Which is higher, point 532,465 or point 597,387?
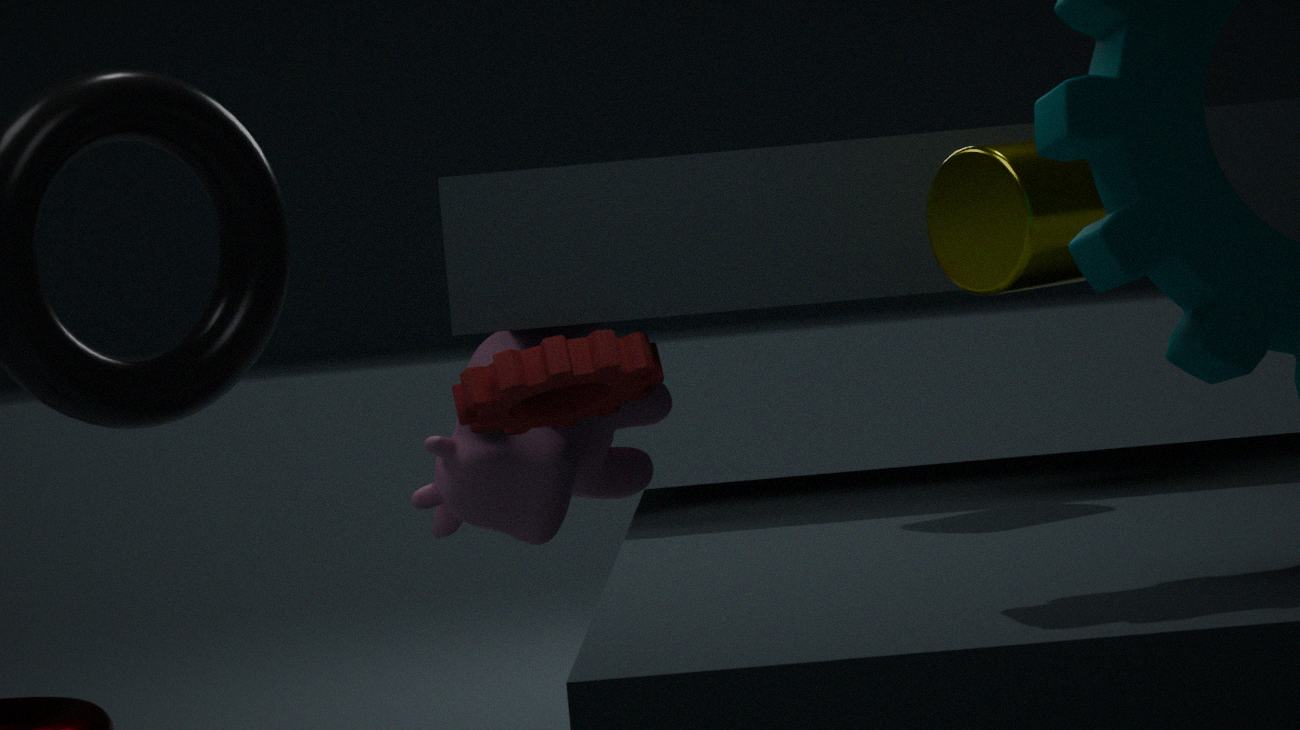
point 597,387
